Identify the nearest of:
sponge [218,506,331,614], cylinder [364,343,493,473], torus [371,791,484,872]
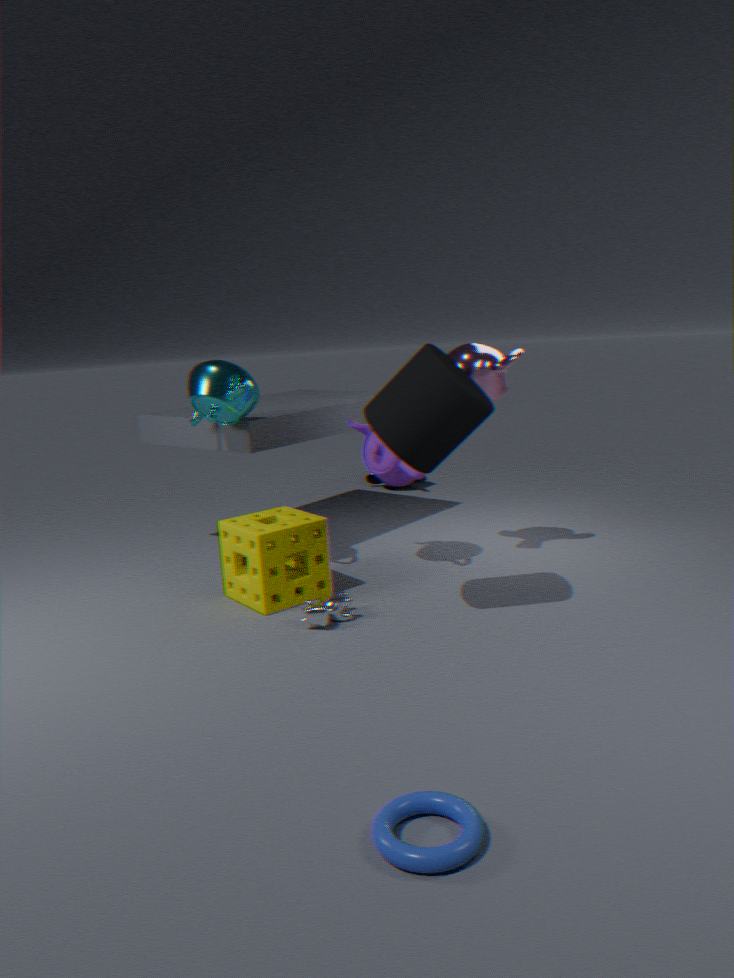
torus [371,791,484,872]
